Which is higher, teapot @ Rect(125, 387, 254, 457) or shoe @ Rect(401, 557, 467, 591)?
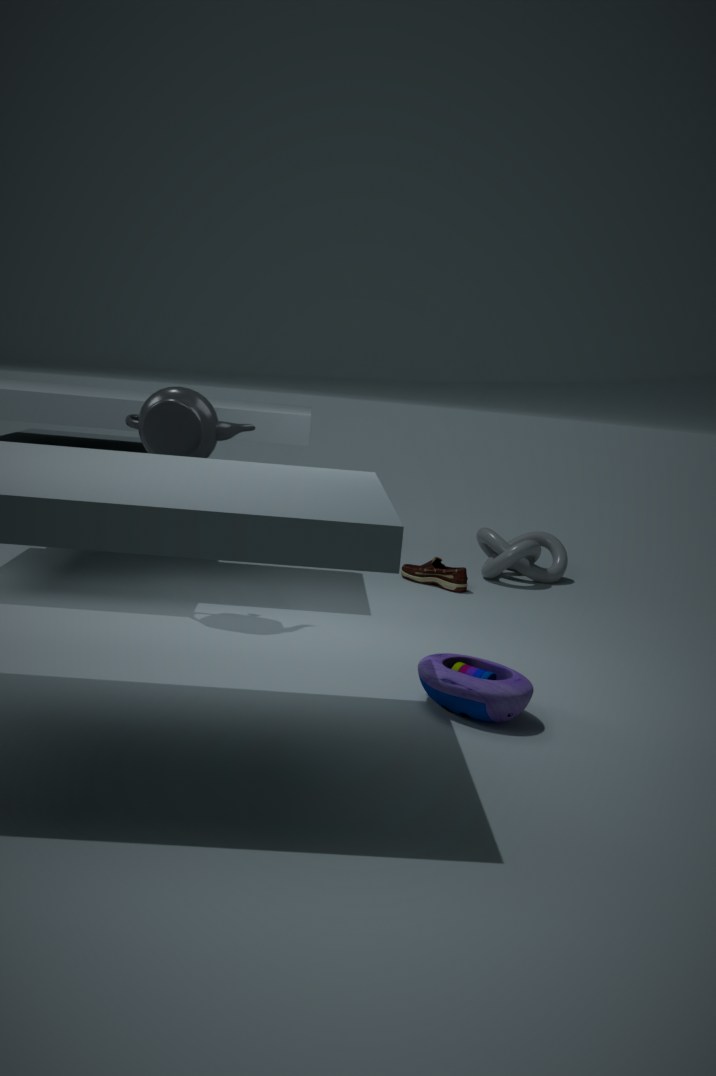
teapot @ Rect(125, 387, 254, 457)
